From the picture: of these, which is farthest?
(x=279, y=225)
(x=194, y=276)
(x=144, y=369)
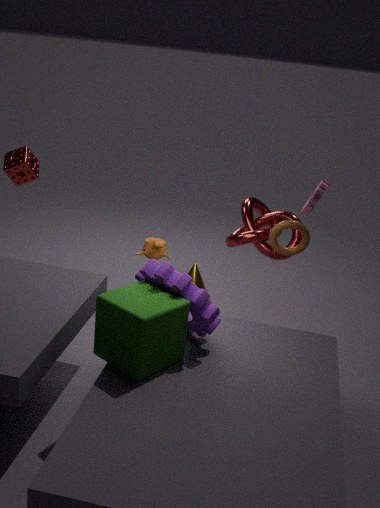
(x=194, y=276)
